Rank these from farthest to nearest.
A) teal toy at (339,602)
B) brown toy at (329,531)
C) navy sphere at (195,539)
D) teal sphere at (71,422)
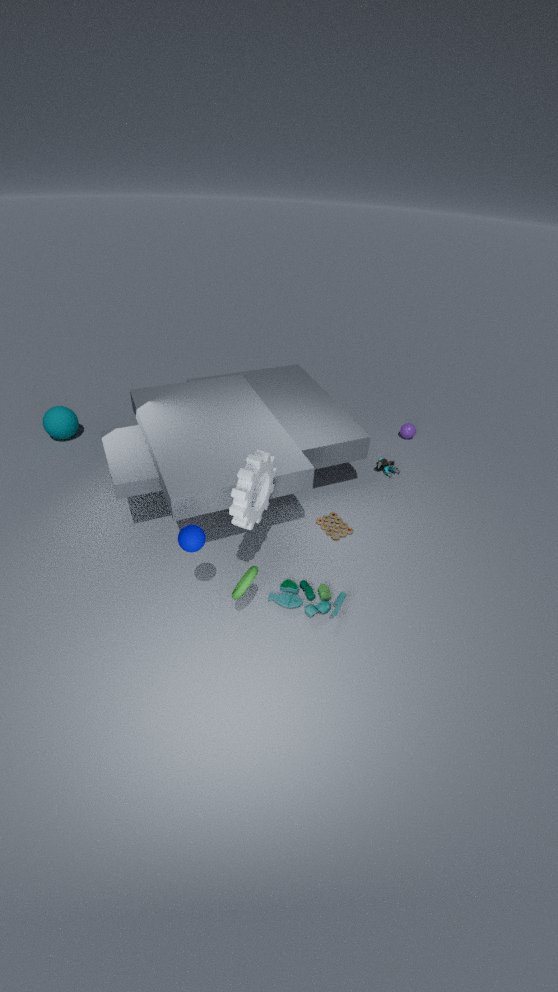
teal sphere at (71,422) → brown toy at (329,531) → teal toy at (339,602) → navy sphere at (195,539)
